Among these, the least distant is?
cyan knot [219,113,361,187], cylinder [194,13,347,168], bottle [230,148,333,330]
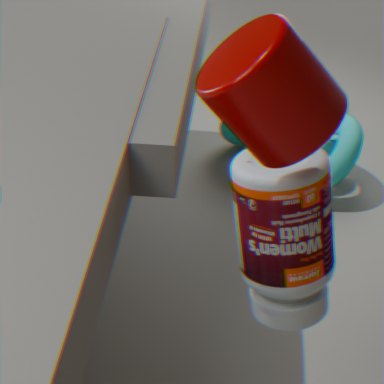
cylinder [194,13,347,168]
